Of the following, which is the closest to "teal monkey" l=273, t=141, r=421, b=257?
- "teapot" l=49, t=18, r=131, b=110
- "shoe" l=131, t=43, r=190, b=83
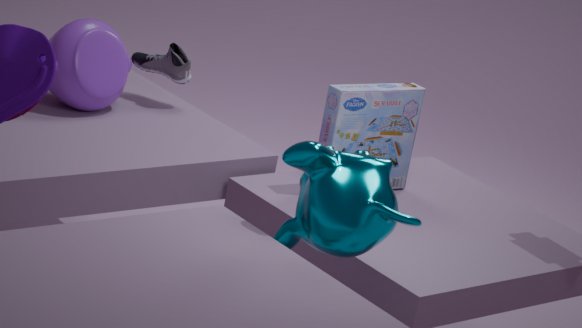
"teapot" l=49, t=18, r=131, b=110
